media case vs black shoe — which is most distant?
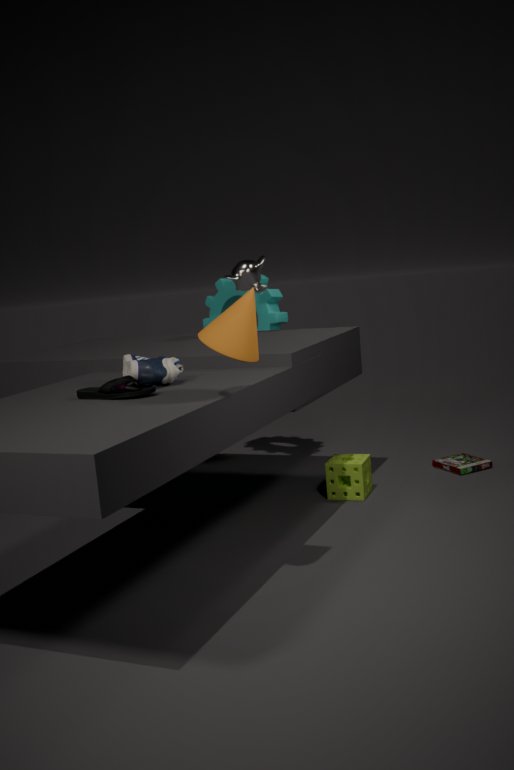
media case
